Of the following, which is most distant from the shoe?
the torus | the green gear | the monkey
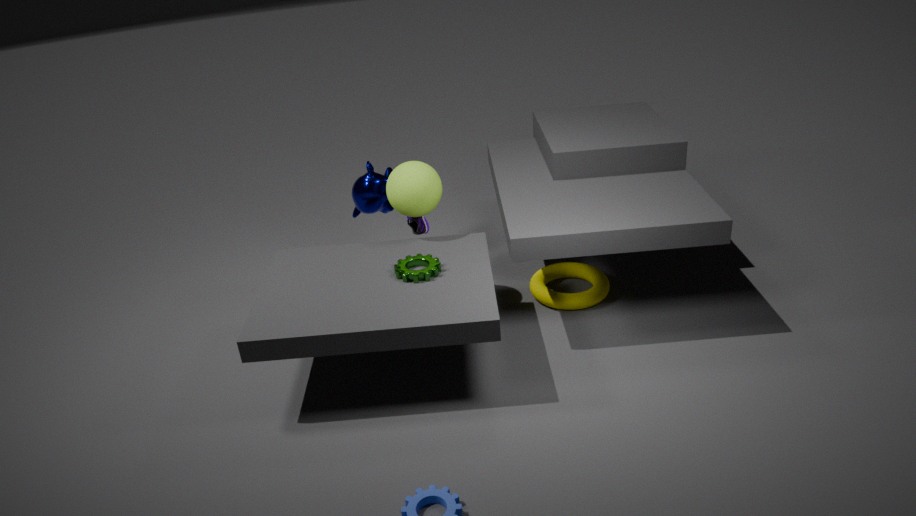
the torus
